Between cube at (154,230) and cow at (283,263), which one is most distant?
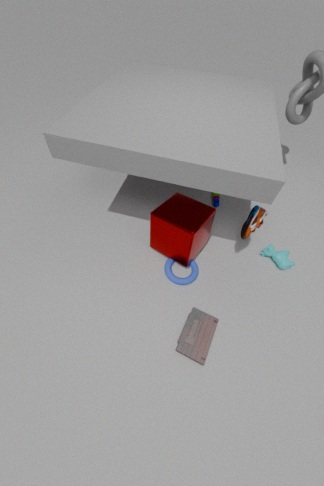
cow at (283,263)
